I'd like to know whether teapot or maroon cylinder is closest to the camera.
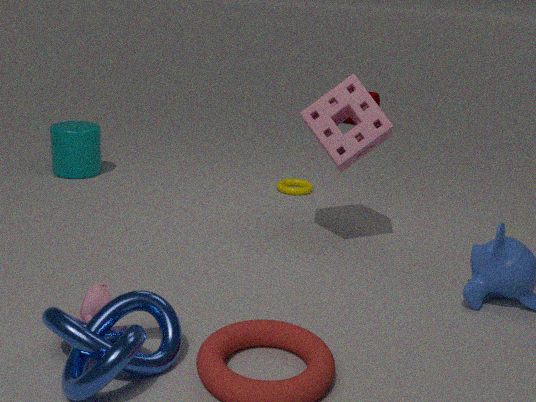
teapot
